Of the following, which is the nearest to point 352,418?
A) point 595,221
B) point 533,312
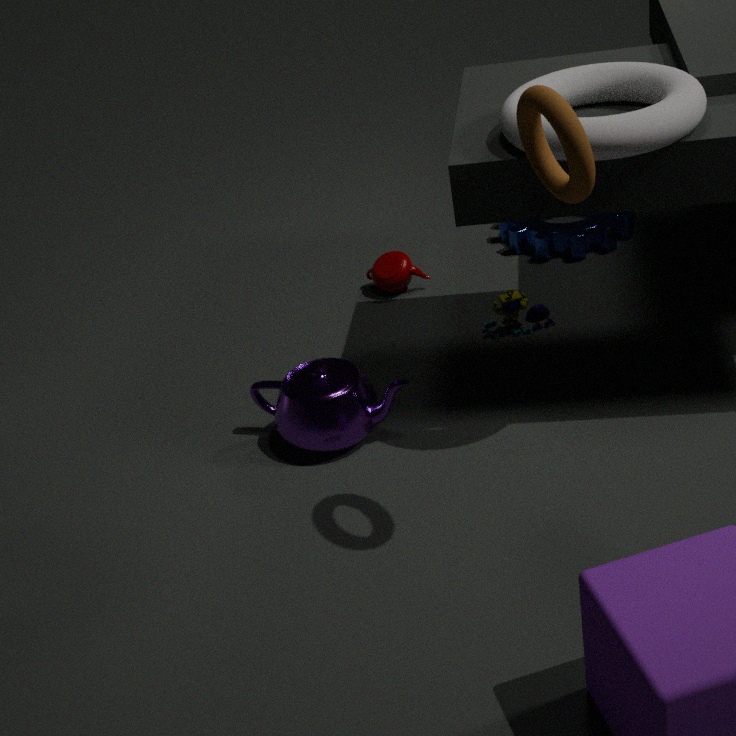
point 533,312
